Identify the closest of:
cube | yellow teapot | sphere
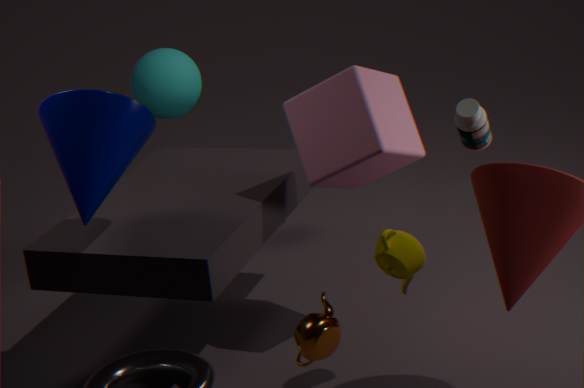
yellow teapot
